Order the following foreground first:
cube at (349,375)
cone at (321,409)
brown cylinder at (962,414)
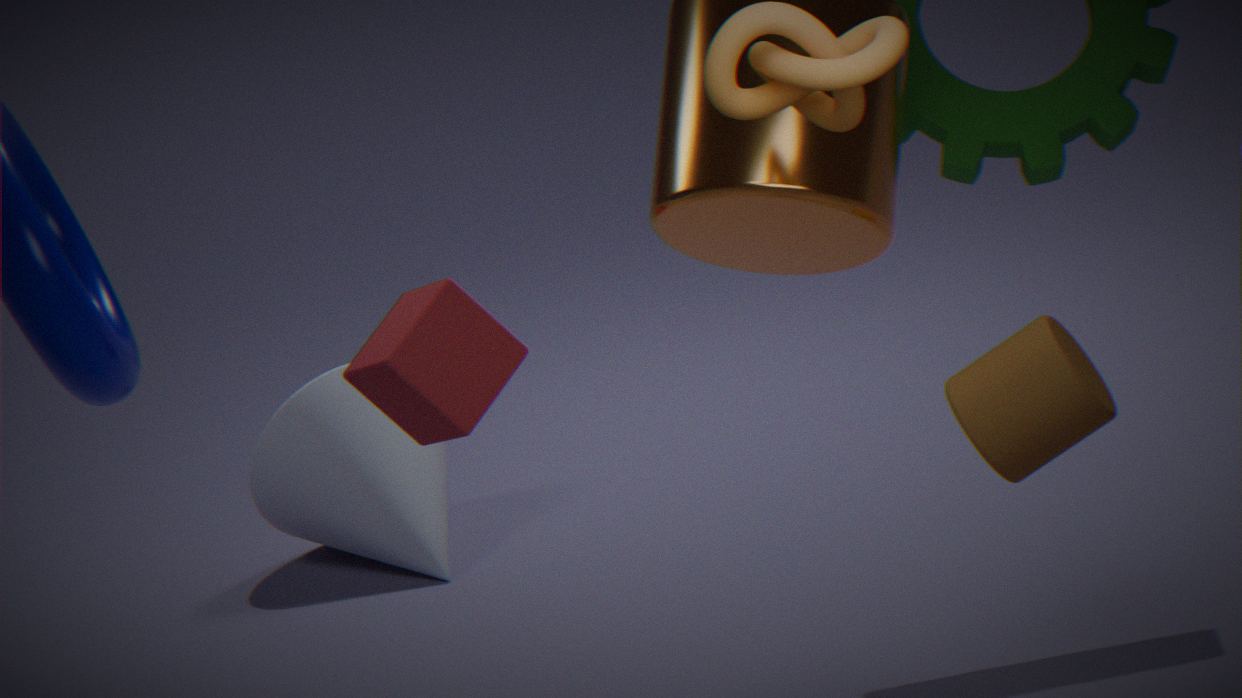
brown cylinder at (962,414), cube at (349,375), cone at (321,409)
